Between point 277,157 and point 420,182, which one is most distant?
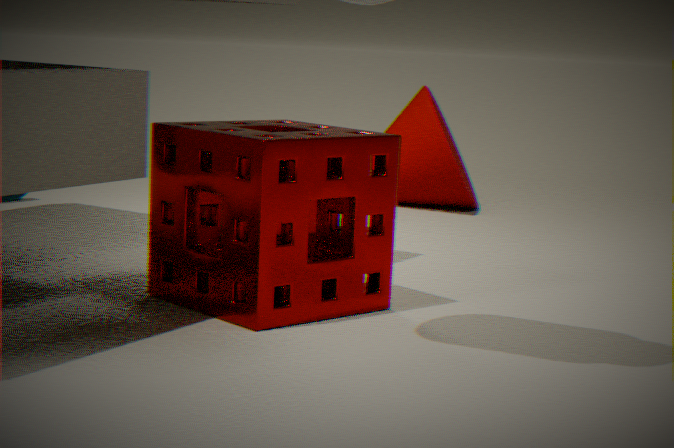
point 420,182
